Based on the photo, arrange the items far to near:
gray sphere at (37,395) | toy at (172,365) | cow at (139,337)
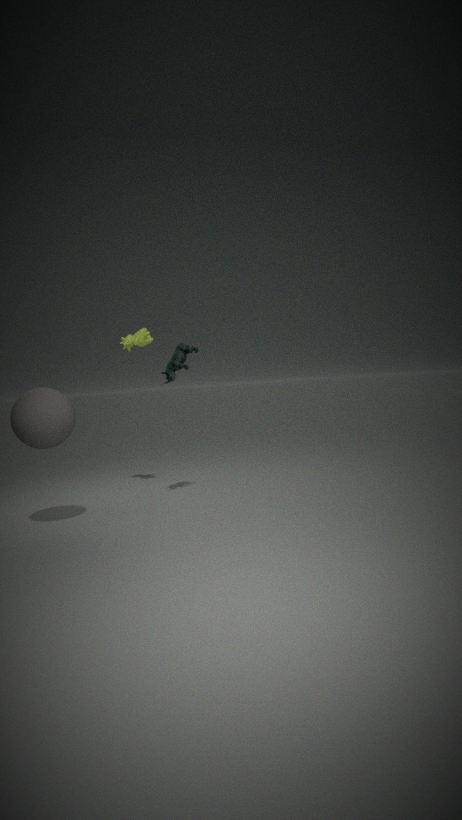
cow at (139,337)
toy at (172,365)
gray sphere at (37,395)
